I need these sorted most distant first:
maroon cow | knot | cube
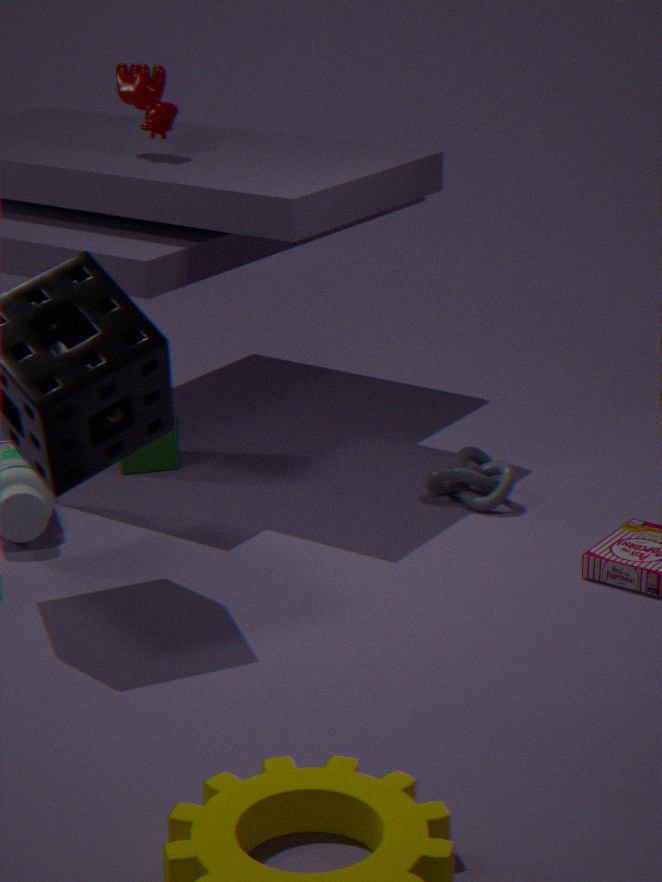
cube
maroon cow
knot
